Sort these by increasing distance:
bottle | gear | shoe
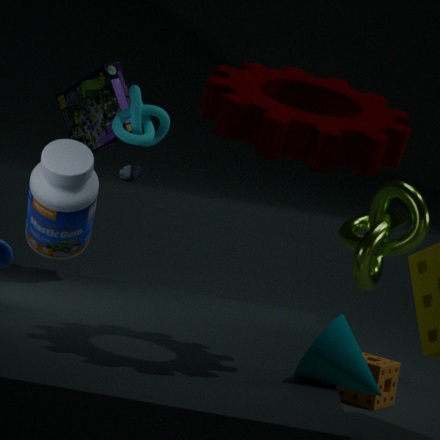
gear
bottle
shoe
